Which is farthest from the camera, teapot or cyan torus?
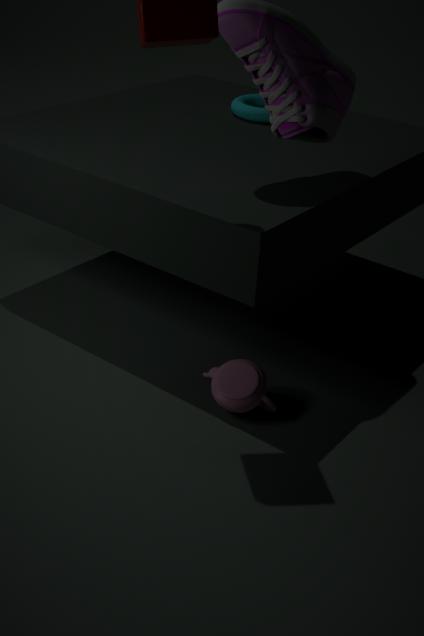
cyan torus
